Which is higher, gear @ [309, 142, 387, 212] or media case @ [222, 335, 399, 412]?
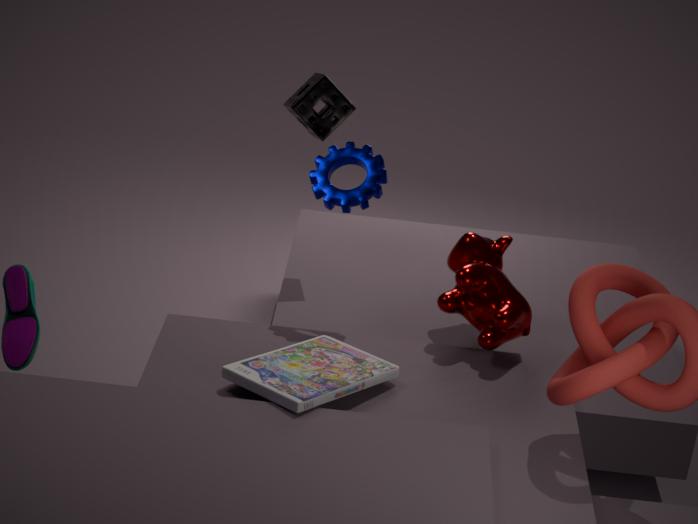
gear @ [309, 142, 387, 212]
